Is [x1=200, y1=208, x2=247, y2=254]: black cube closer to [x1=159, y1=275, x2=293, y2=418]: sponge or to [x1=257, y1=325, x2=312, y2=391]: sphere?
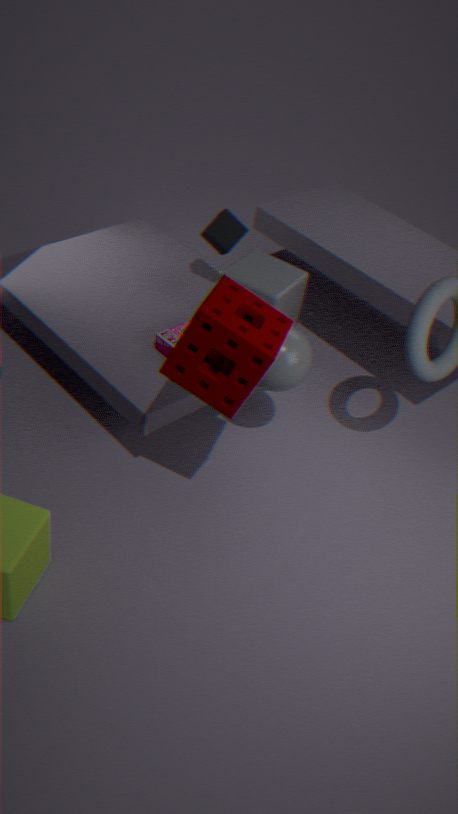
[x1=257, y1=325, x2=312, y2=391]: sphere
